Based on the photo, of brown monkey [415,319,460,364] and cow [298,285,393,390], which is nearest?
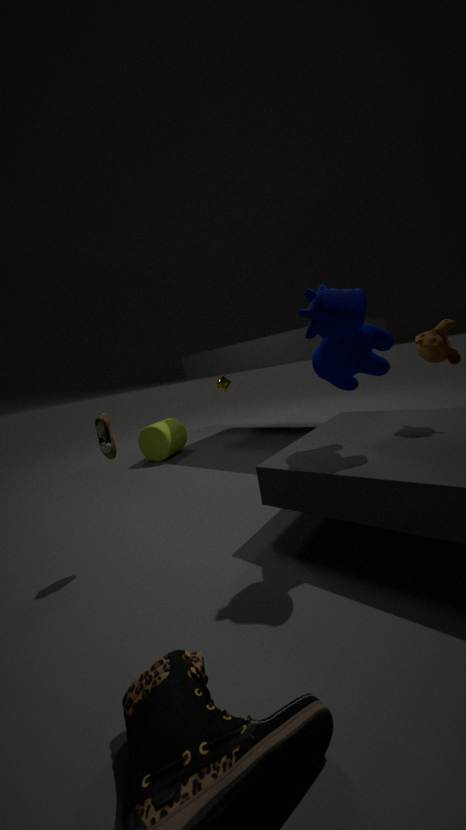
cow [298,285,393,390]
